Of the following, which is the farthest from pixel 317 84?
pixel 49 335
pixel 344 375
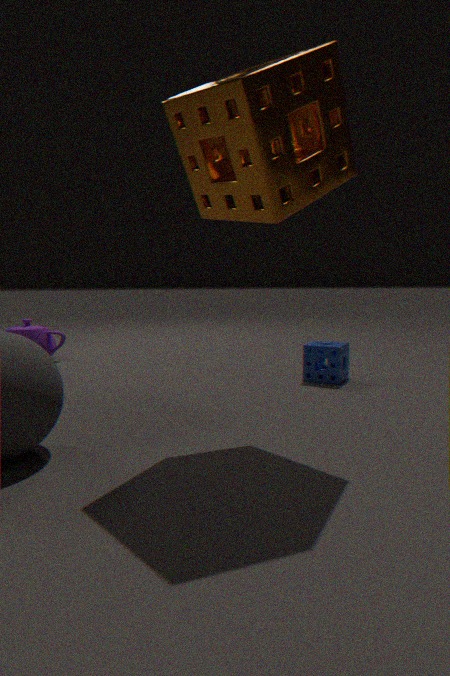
pixel 49 335
